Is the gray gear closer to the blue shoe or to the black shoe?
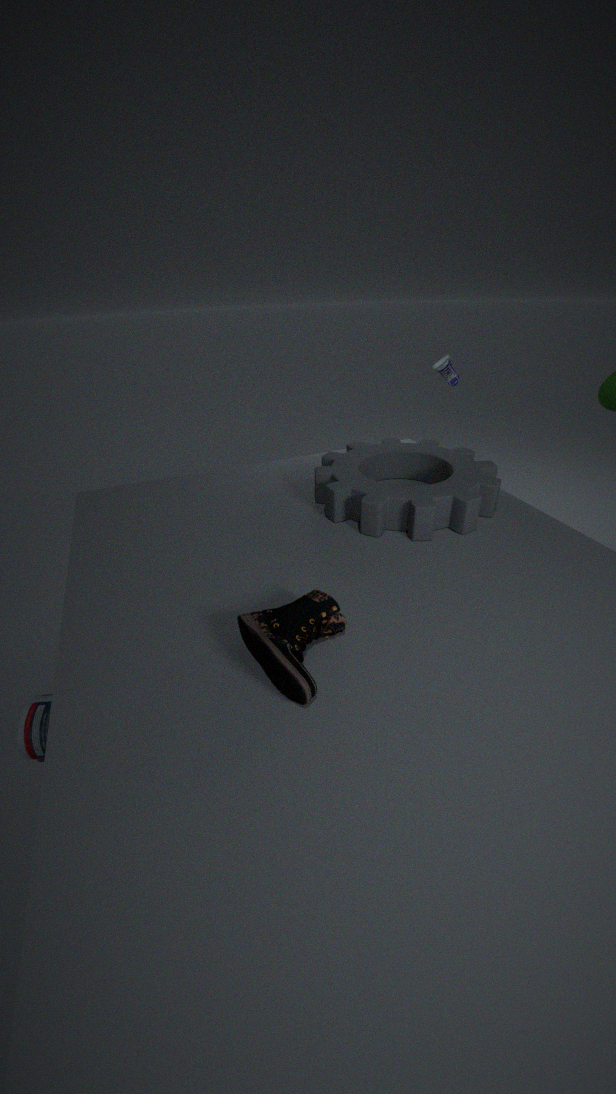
the black shoe
